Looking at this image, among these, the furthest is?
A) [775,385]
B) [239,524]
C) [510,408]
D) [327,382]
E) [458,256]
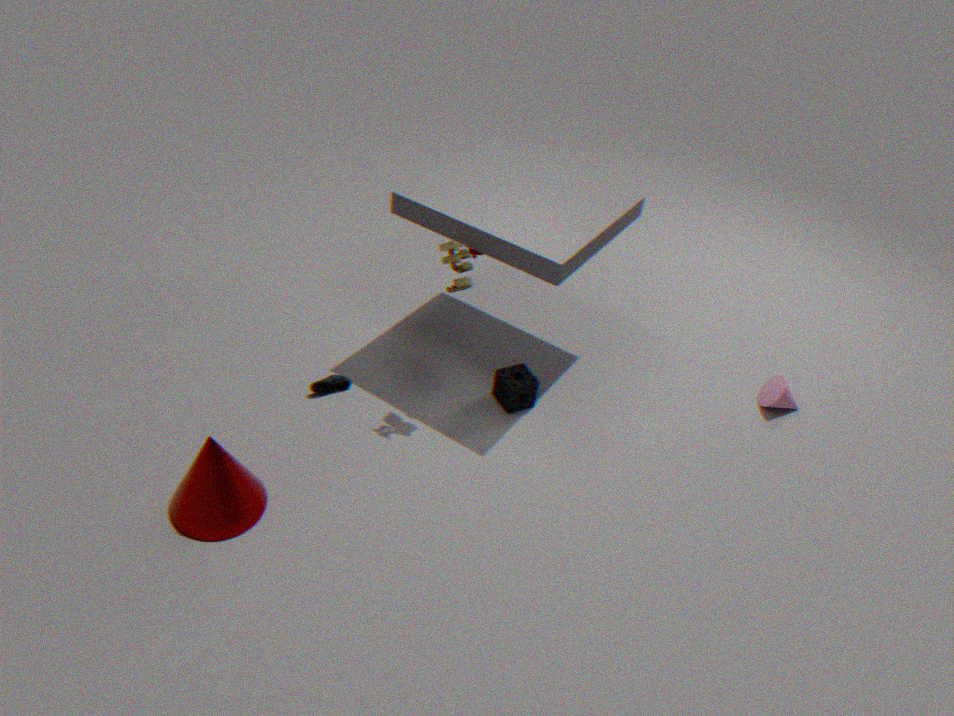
[775,385]
